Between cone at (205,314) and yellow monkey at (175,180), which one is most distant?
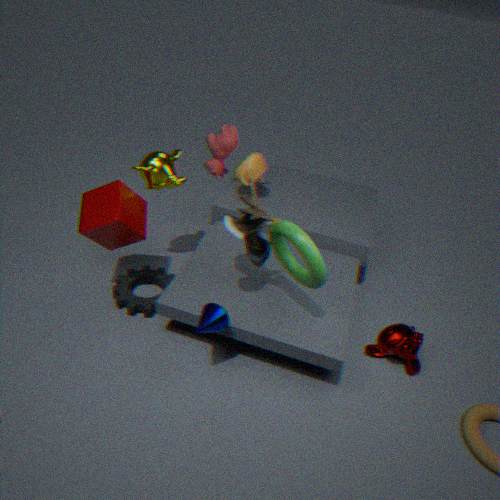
yellow monkey at (175,180)
